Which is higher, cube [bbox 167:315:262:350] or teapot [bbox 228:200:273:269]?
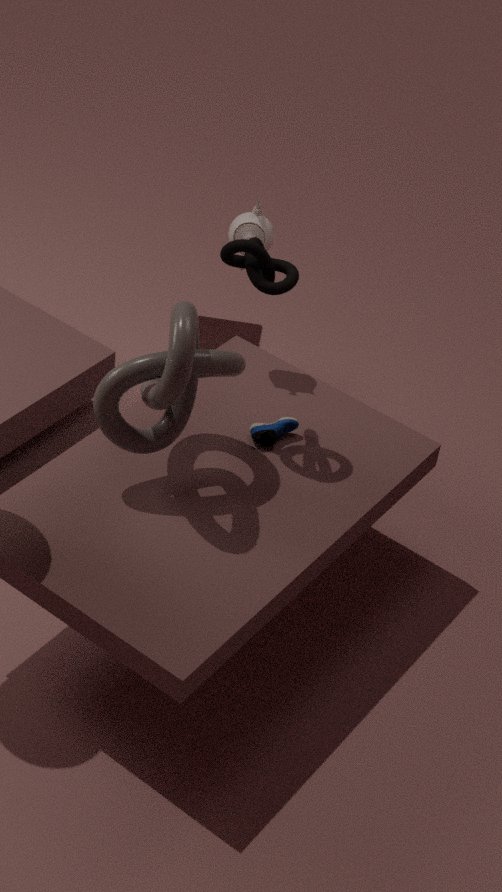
teapot [bbox 228:200:273:269]
